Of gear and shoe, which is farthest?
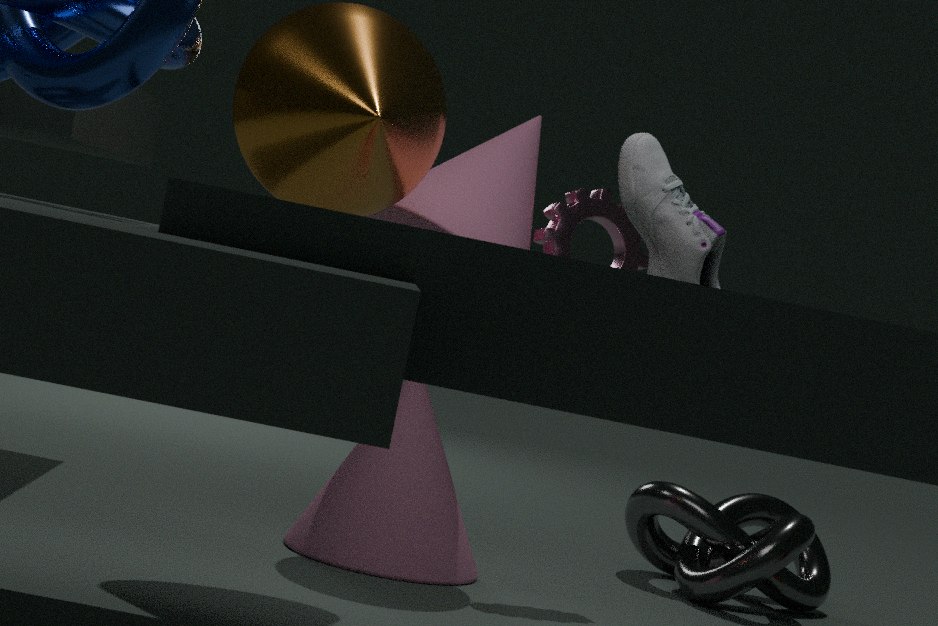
gear
